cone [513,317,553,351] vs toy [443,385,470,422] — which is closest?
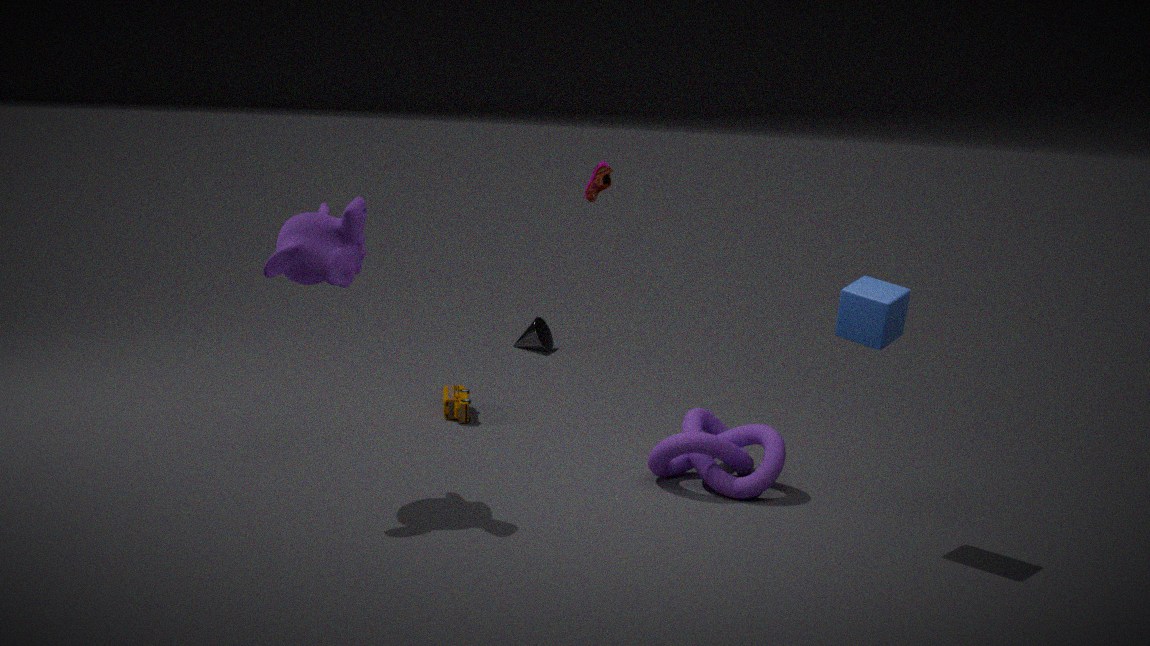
toy [443,385,470,422]
